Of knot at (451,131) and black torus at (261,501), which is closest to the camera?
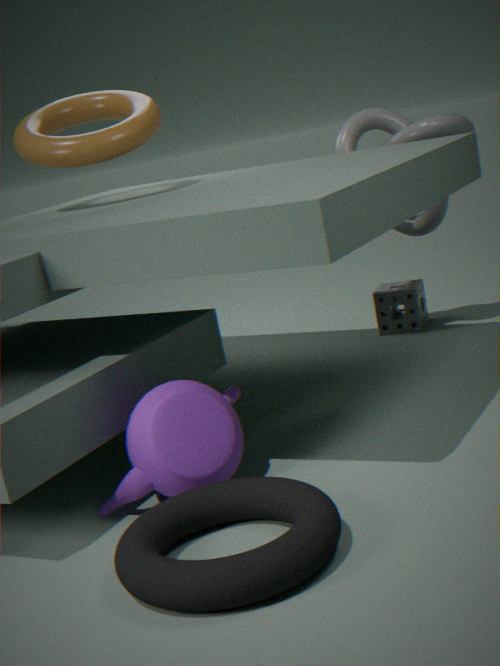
black torus at (261,501)
